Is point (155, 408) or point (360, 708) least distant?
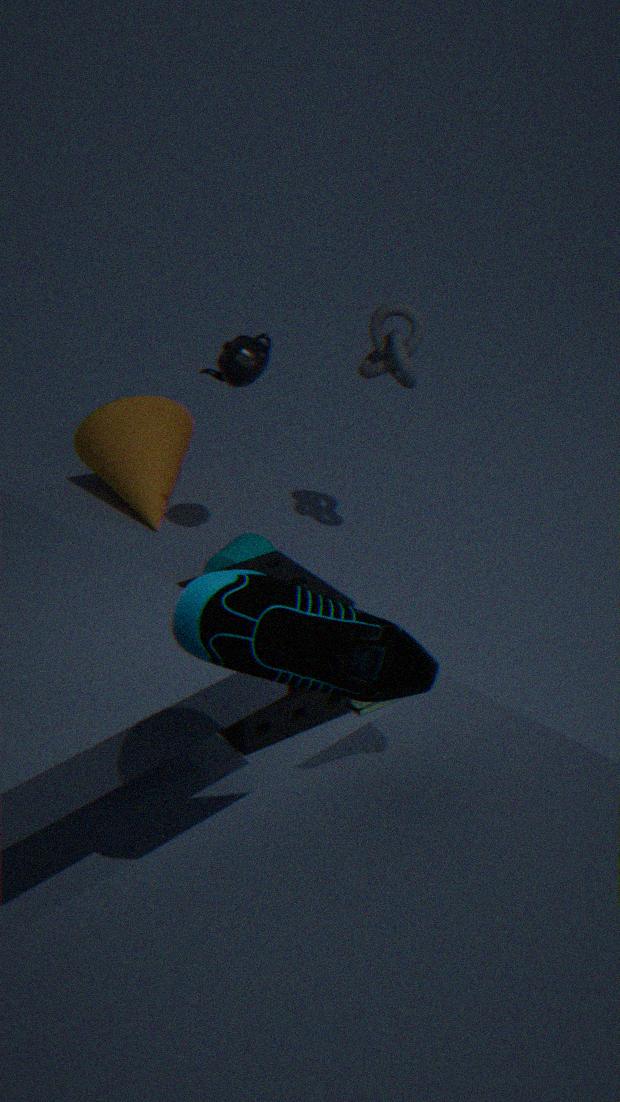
point (360, 708)
